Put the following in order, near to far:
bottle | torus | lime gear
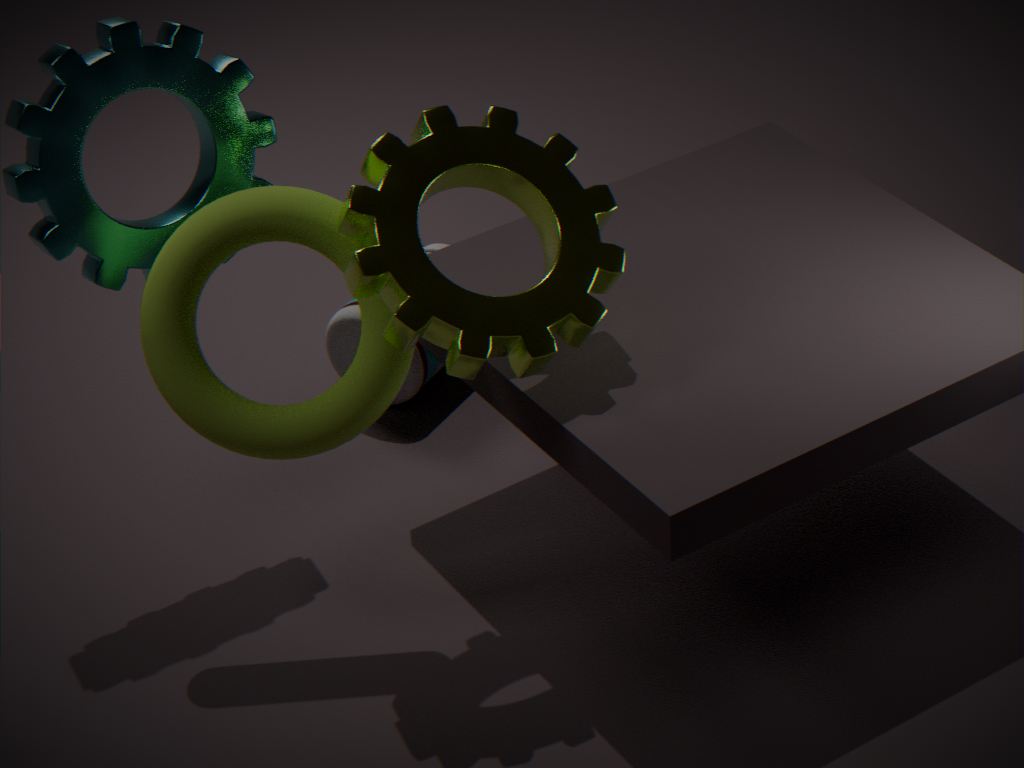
lime gear → torus → bottle
